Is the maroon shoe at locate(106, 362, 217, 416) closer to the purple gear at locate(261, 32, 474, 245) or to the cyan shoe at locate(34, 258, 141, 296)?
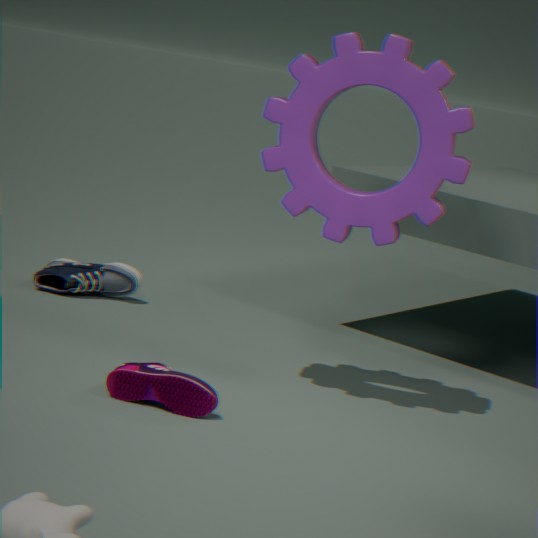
the purple gear at locate(261, 32, 474, 245)
